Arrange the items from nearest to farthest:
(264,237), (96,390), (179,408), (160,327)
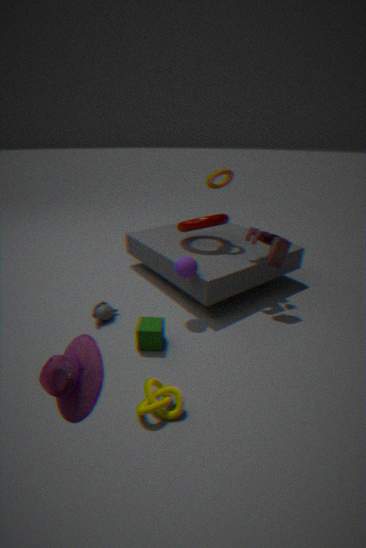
(96,390), (179,408), (160,327), (264,237)
